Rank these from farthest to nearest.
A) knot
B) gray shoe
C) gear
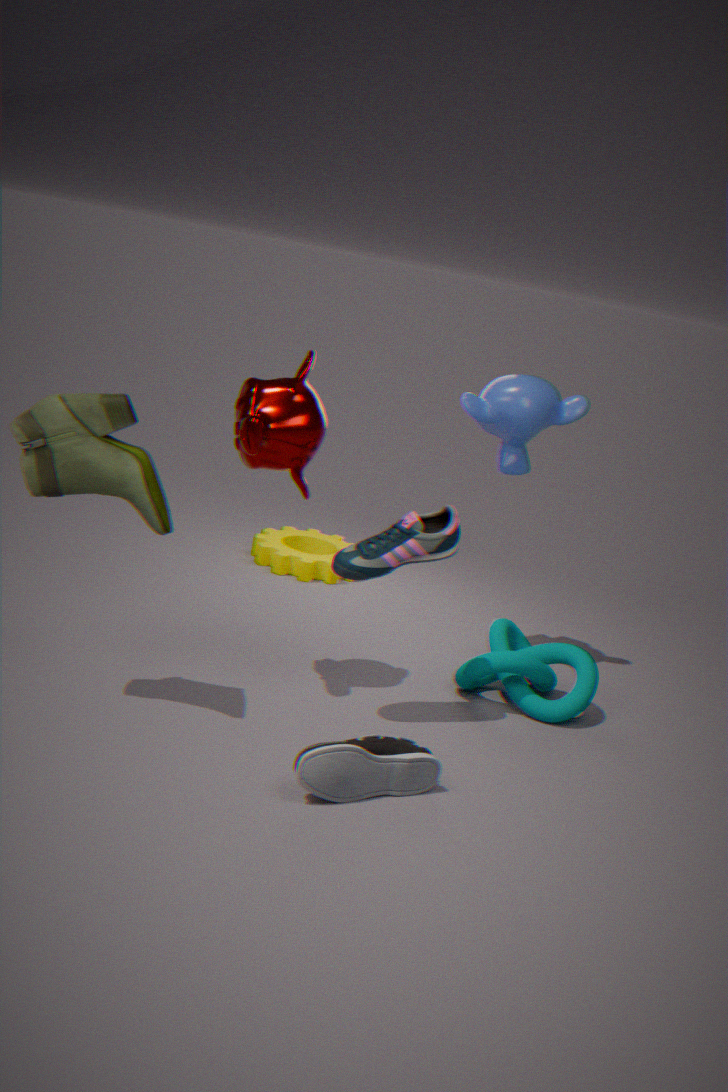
gear → knot → gray shoe
